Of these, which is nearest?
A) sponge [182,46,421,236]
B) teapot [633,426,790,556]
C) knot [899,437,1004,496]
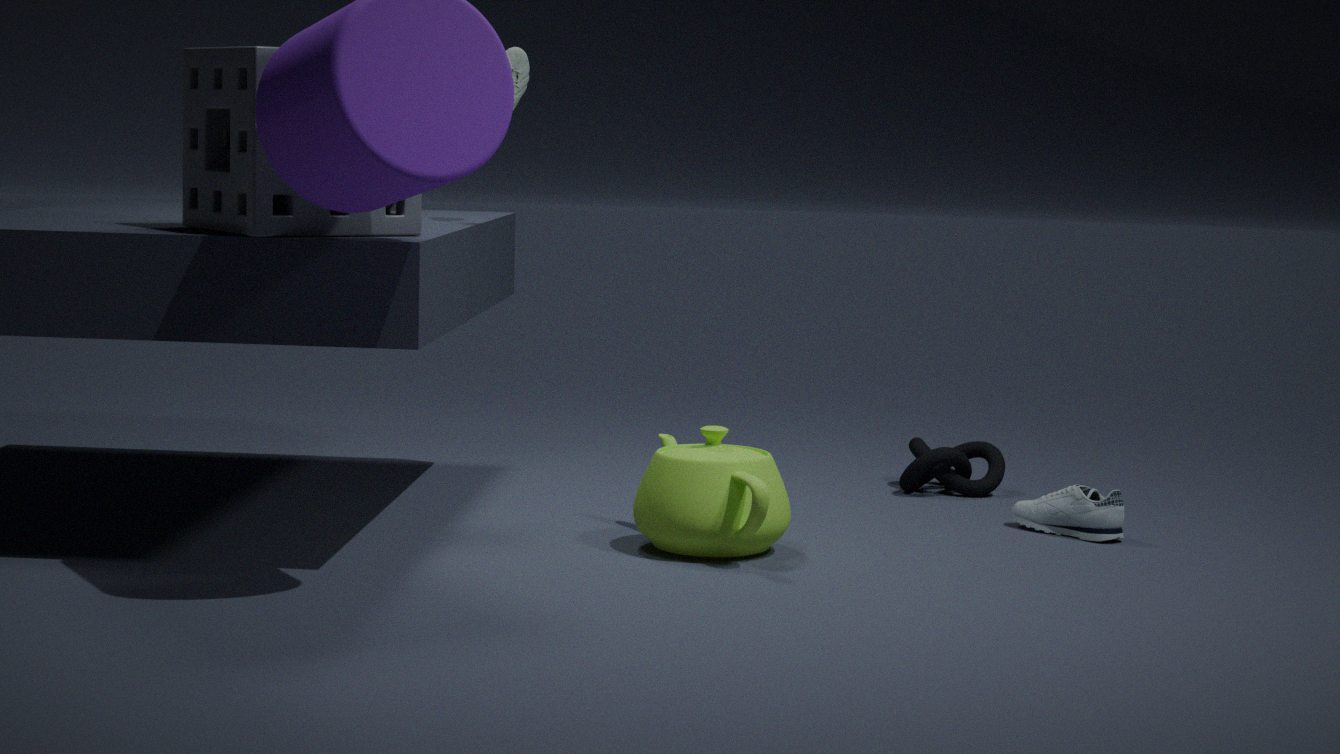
sponge [182,46,421,236]
